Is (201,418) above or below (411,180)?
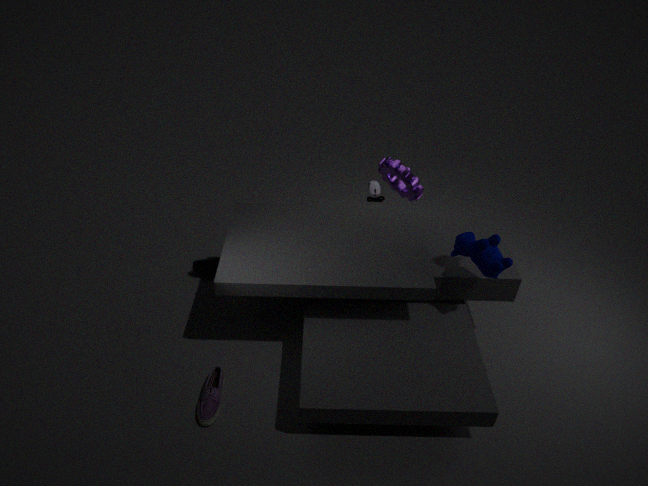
below
